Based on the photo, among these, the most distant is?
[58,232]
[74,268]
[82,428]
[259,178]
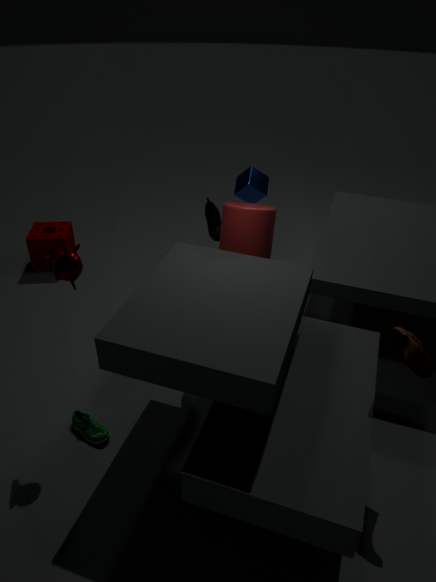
[58,232]
